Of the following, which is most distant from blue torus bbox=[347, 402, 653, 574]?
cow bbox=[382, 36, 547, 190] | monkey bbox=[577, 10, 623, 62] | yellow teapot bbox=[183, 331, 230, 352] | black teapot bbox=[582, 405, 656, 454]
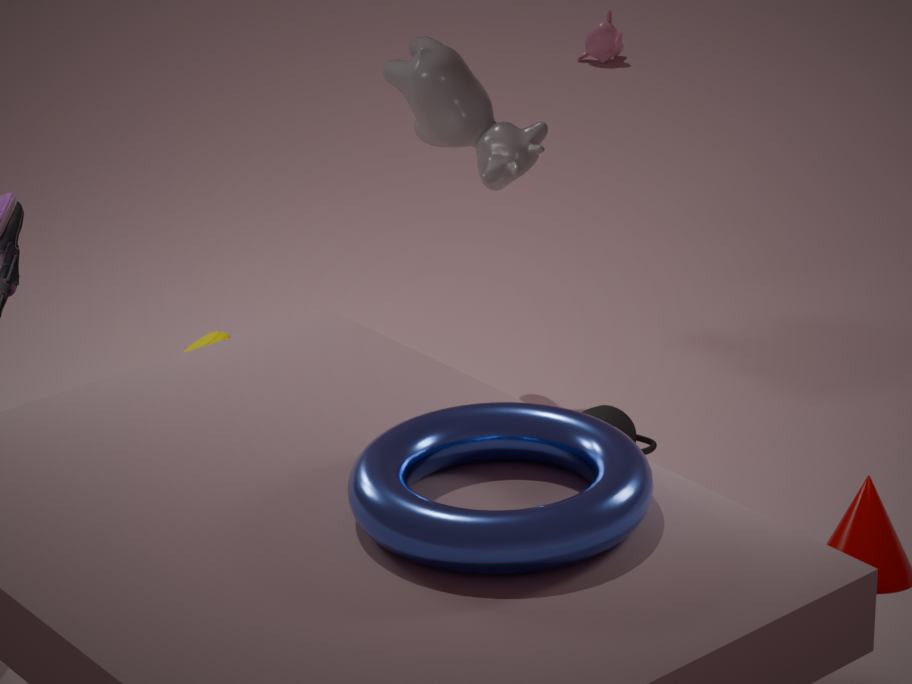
monkey bbox=[577, 10, 623, 62]
